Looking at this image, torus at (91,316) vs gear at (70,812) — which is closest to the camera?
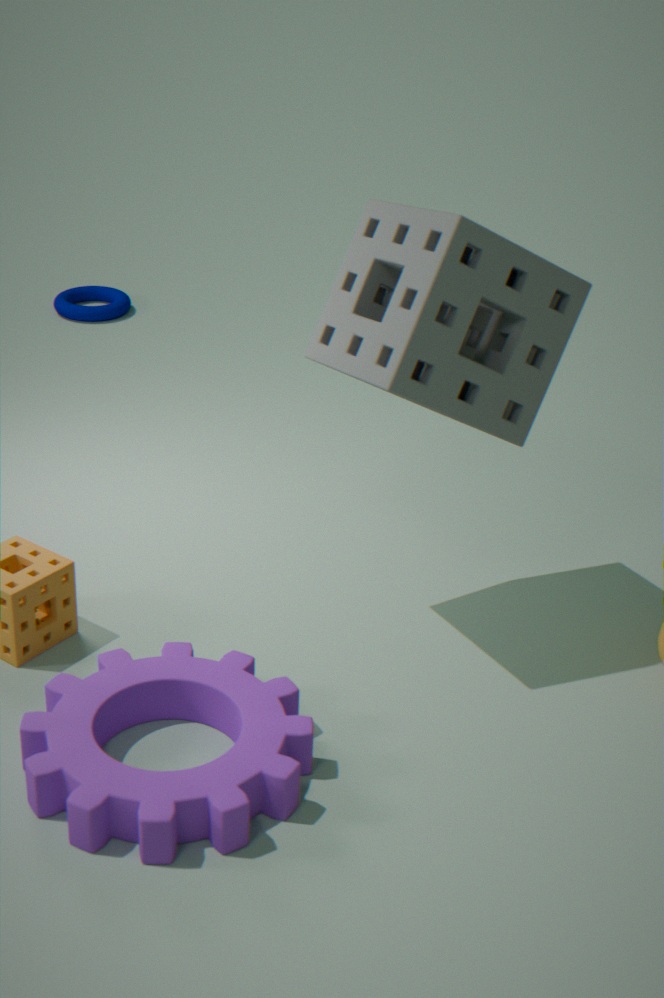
gear at (70,812)
